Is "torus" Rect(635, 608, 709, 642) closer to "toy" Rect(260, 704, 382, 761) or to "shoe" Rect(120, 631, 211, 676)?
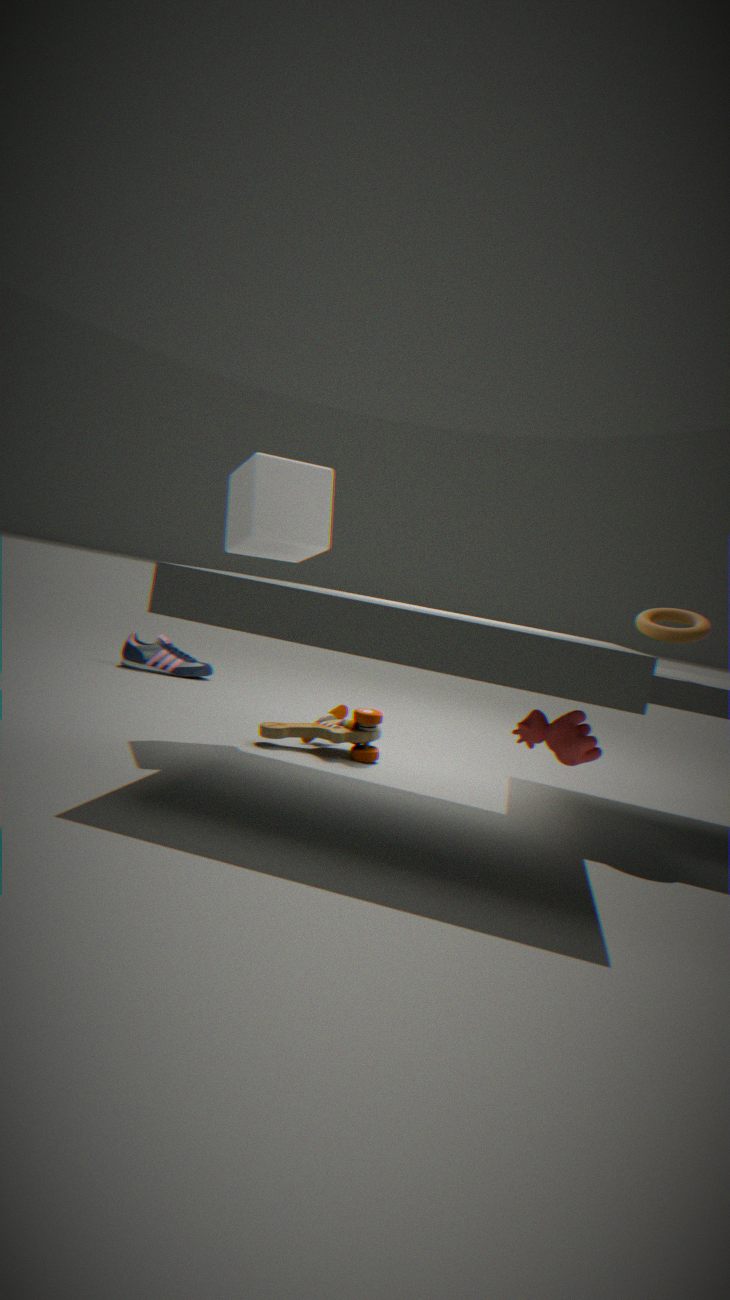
"toy" Rect(260, 704, 382, 761)
